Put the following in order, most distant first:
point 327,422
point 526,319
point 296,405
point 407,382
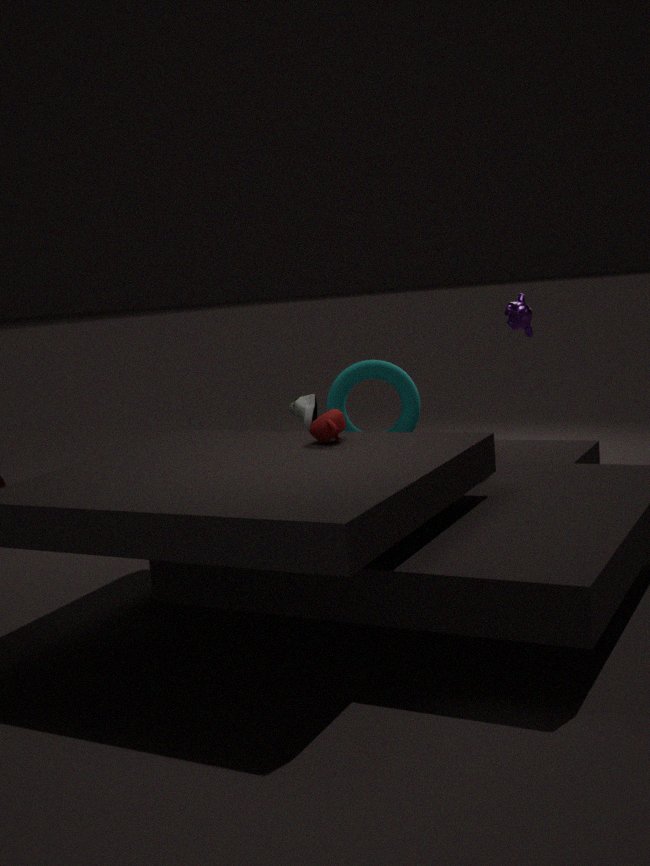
point 407,382
point 296,405
point 526,319
point 327,422
